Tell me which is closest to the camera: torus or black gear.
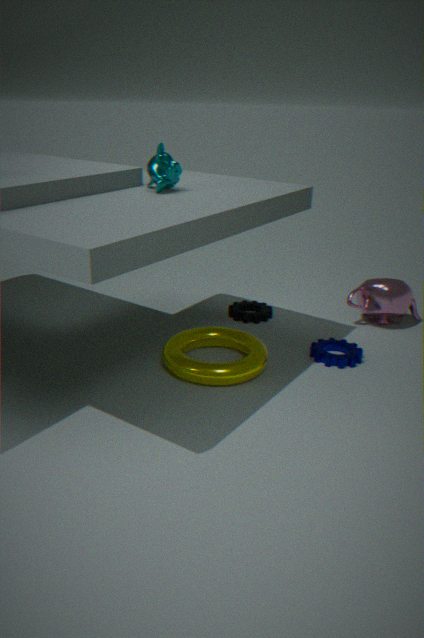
torus
